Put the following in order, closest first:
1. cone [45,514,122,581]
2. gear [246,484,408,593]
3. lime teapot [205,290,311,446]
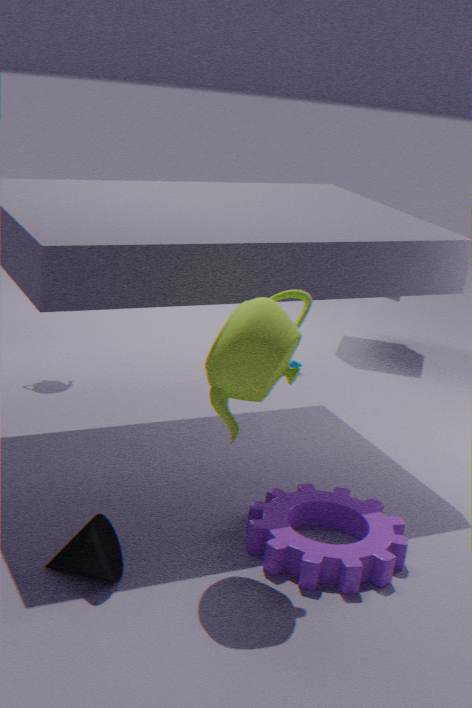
lime teapot [205,290,311,446]
cone [45,514,122,581]
gear [246,484,408,593]
